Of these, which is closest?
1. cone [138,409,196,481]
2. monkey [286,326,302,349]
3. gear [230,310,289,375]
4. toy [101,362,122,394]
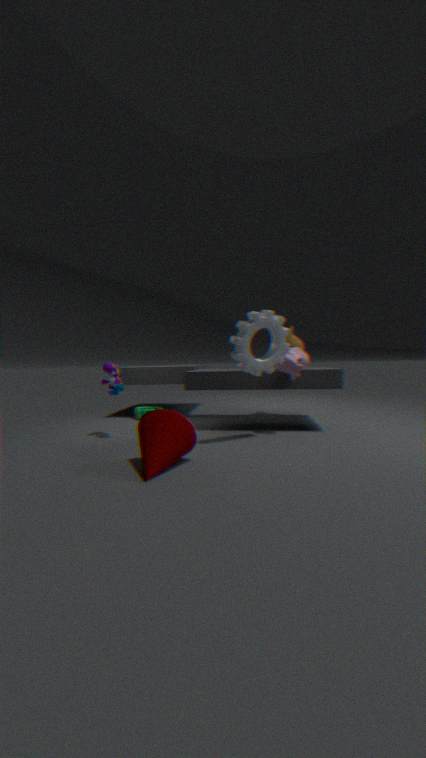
cone [138,409,196,481]
